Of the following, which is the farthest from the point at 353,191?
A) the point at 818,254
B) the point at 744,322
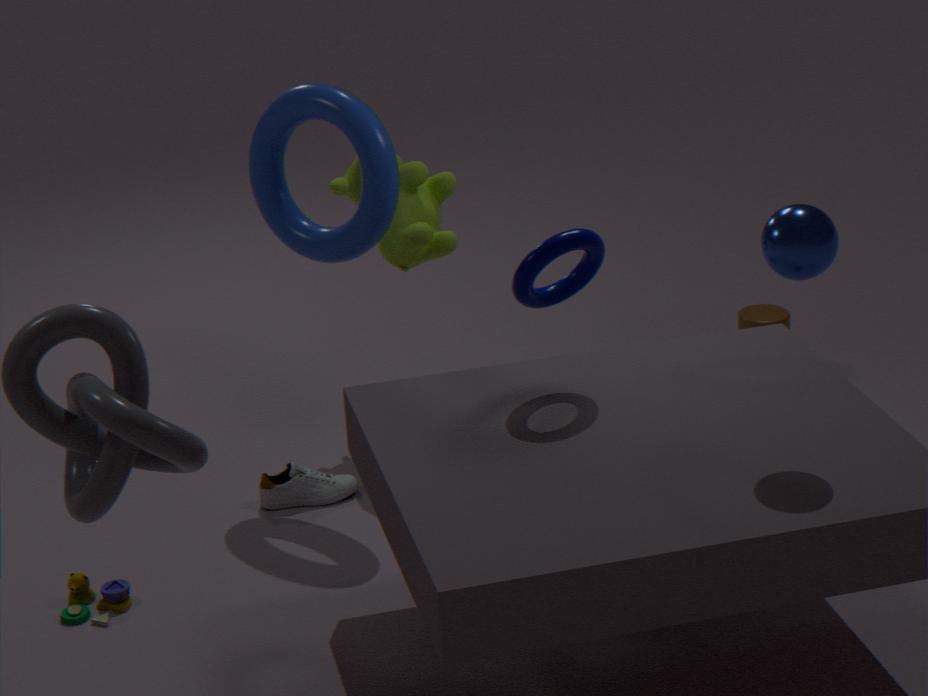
the point at 818,254
